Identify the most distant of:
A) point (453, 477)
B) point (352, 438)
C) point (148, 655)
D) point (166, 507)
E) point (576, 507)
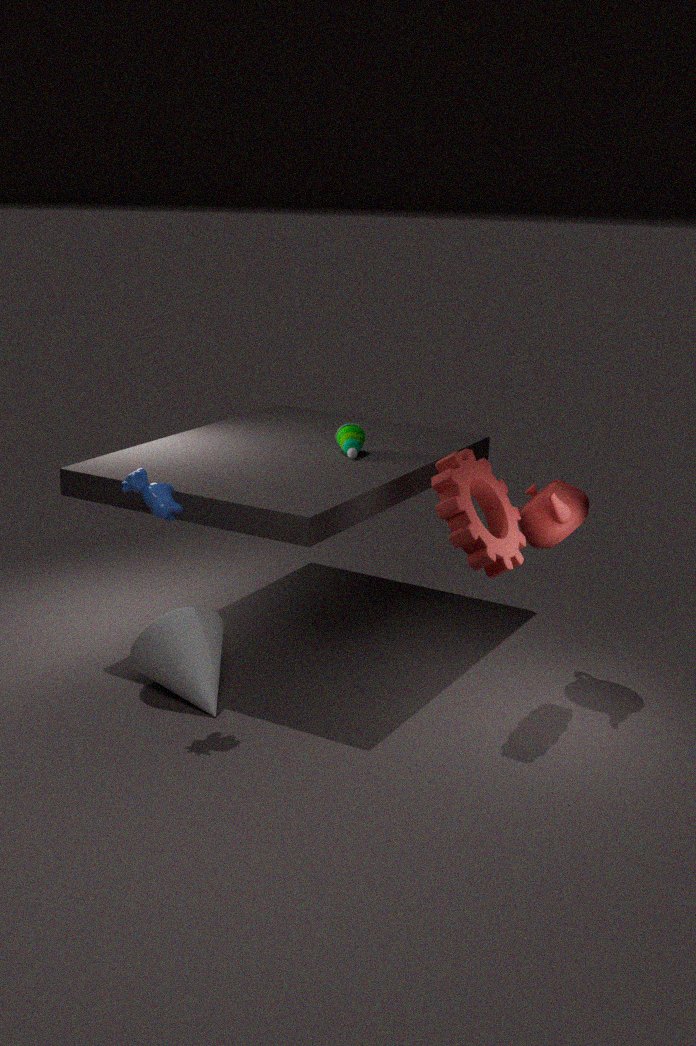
point (352, 438)
